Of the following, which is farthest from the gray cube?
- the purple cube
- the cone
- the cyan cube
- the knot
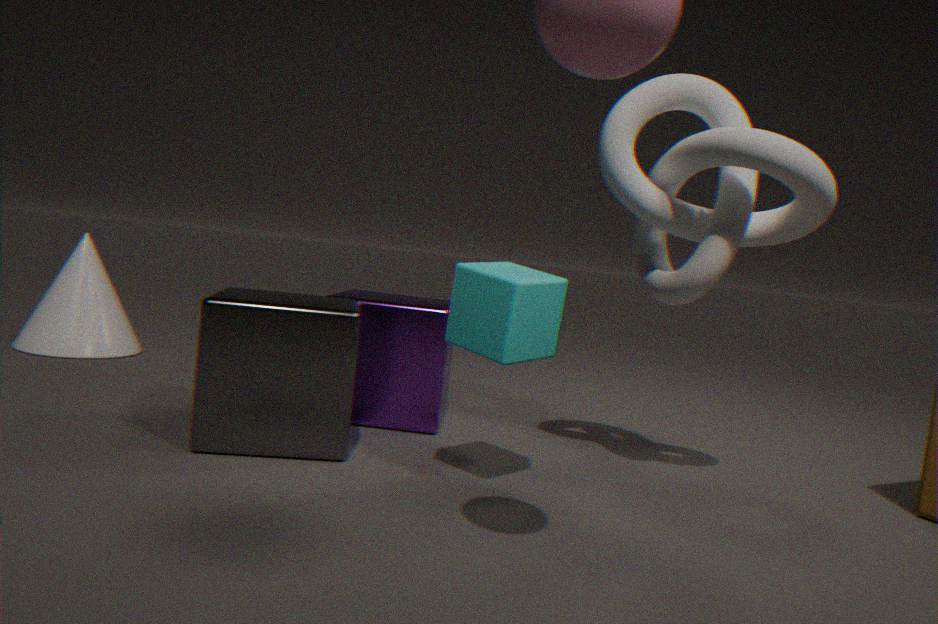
the cone
